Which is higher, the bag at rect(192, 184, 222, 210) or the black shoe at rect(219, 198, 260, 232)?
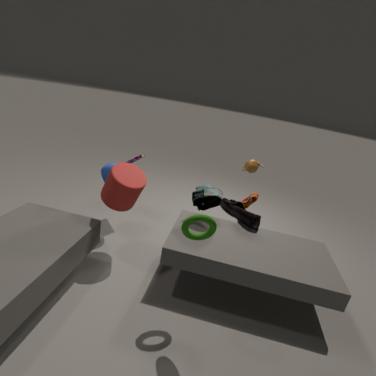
the black shoe at rect(219, 198, 260, 232)
